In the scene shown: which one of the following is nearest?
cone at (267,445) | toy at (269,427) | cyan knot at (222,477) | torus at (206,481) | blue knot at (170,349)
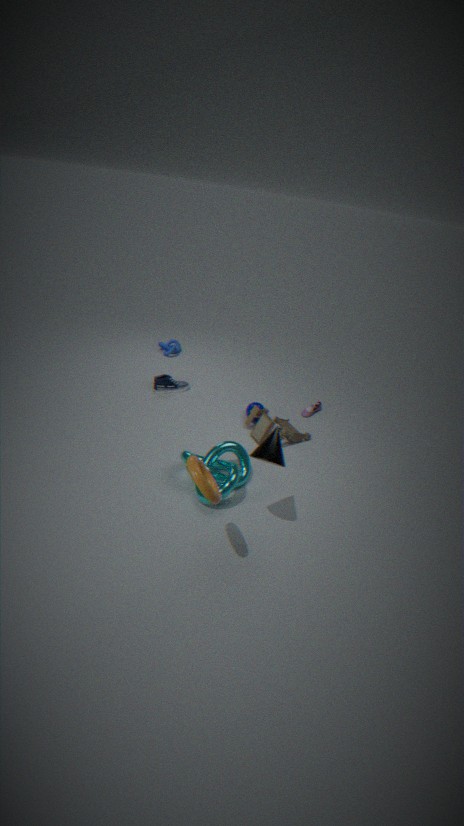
torus at (206,481)
